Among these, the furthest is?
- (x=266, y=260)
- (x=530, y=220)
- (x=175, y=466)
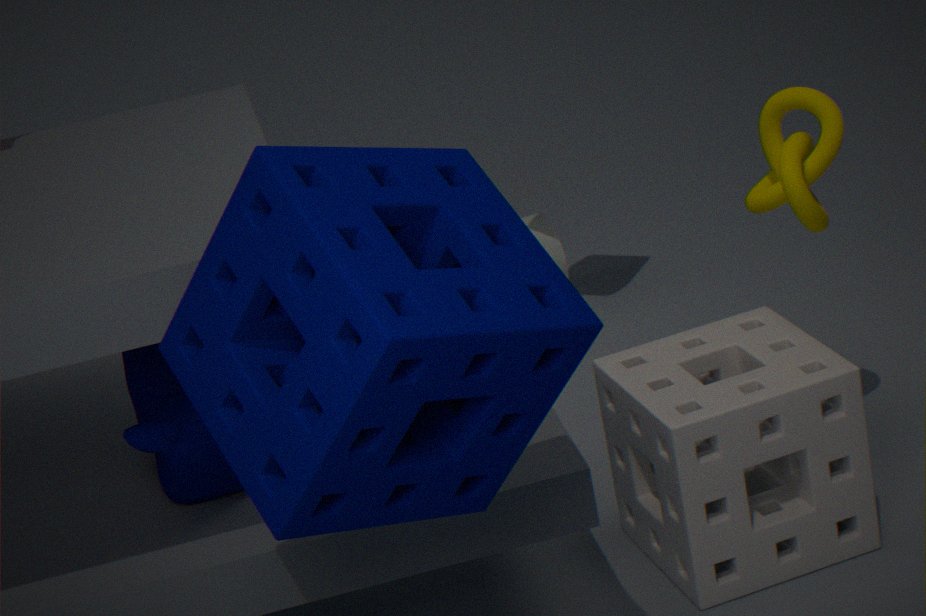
(x=530, y=220)
